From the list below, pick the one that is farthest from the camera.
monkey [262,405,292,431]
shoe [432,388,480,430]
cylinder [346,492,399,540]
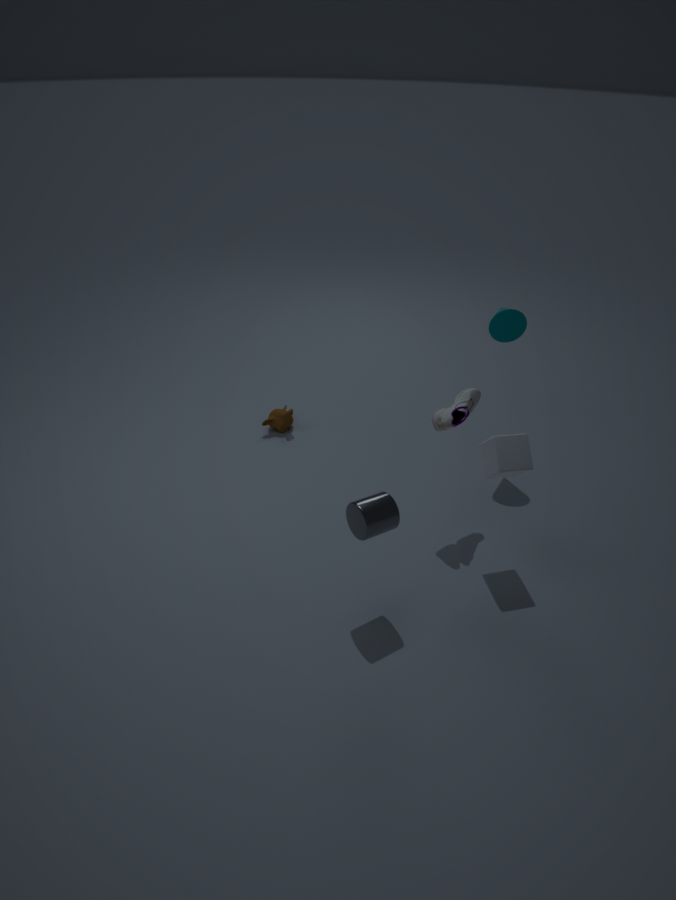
monkey [262,405,292,431]
